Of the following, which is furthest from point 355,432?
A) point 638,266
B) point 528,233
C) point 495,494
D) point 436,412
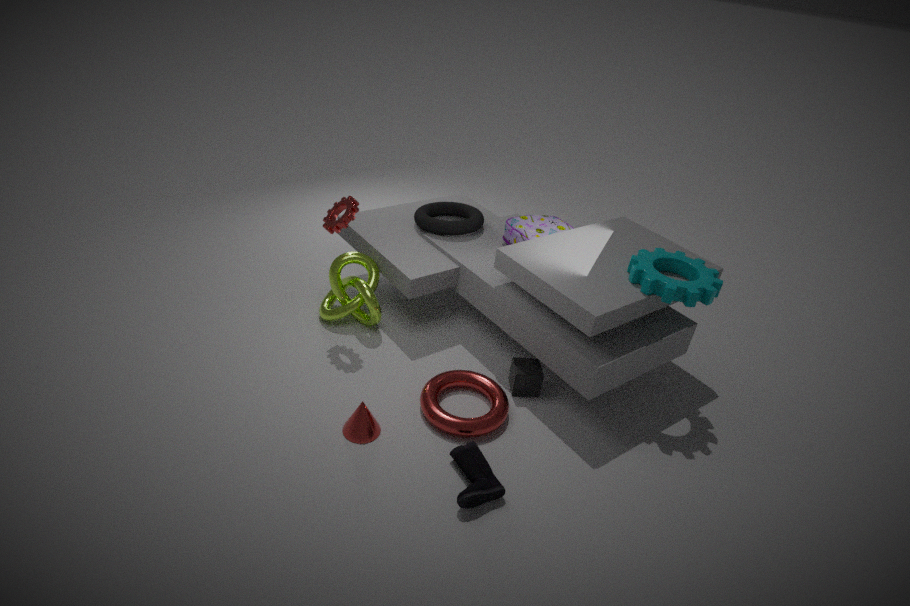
point 638,266
